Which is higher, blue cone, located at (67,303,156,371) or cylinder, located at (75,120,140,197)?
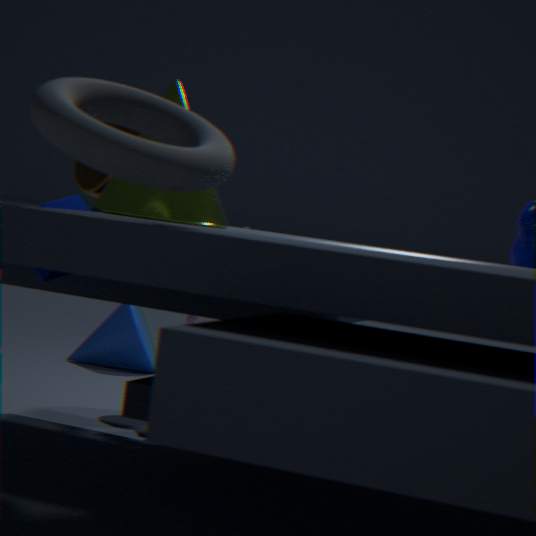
cylinder, located at (75,120,140,197)
